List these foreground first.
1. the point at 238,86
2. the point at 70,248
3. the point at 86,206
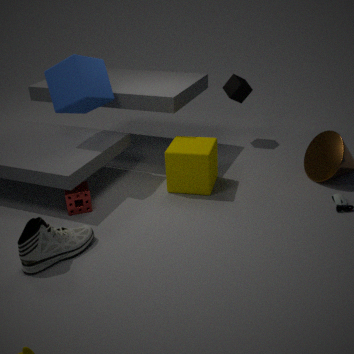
the point at 70,248 < the point at 86,206 < the point at 238,86
